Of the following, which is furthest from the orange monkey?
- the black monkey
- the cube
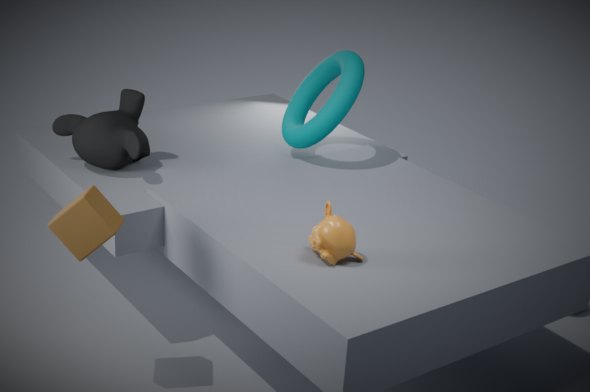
the black monkey
